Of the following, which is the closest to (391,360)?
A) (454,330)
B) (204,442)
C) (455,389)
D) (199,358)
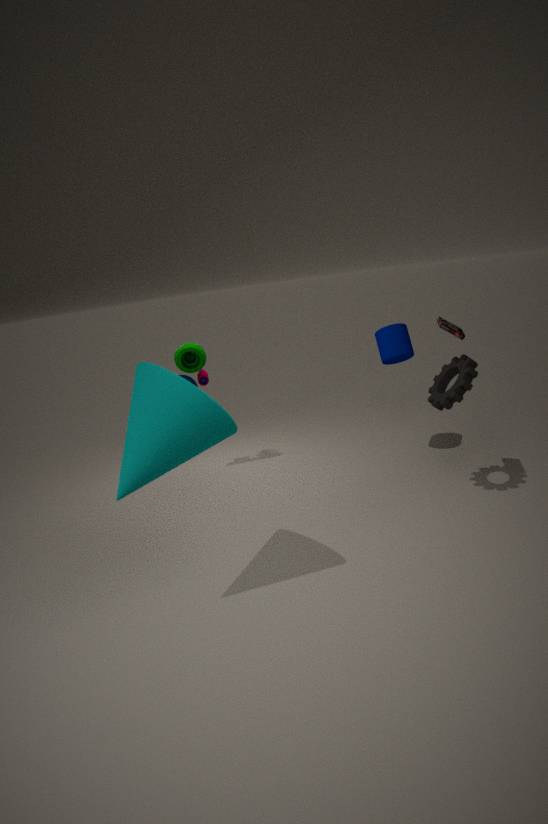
(454,330)
